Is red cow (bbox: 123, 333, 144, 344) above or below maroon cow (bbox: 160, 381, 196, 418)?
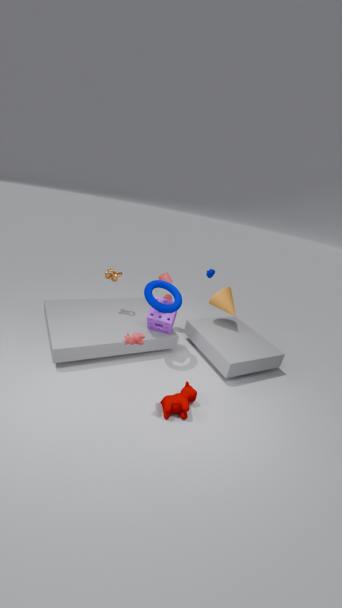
above
